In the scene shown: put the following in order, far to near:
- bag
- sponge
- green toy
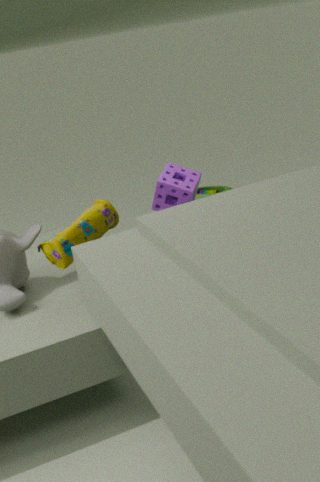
green toy, sponge, bag
